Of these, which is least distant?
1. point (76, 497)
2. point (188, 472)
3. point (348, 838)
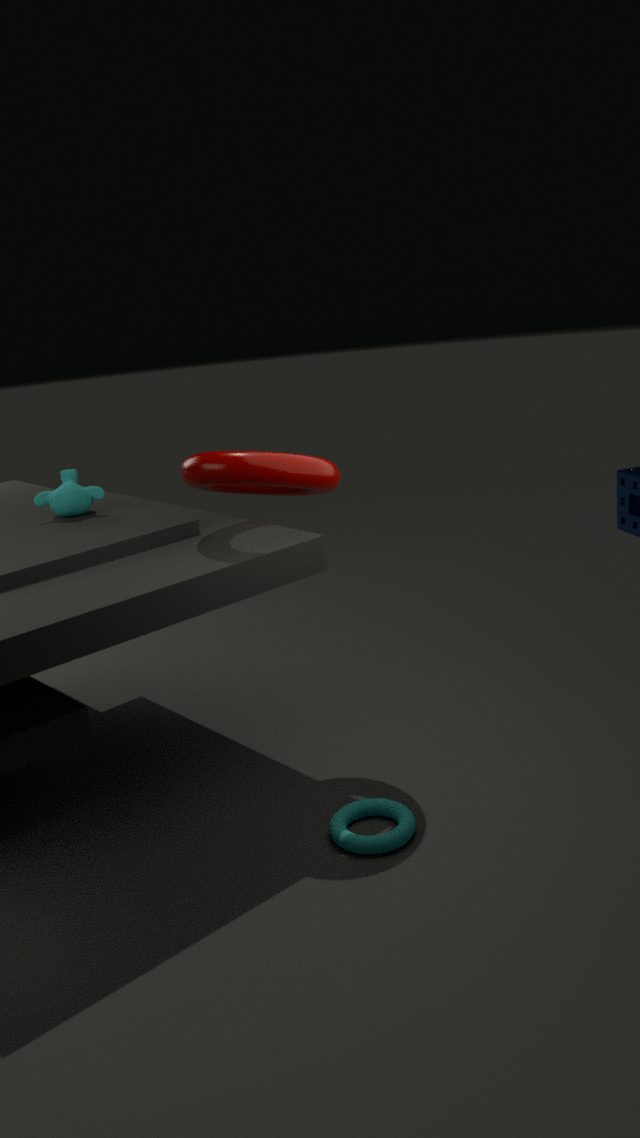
point (348, 838)
